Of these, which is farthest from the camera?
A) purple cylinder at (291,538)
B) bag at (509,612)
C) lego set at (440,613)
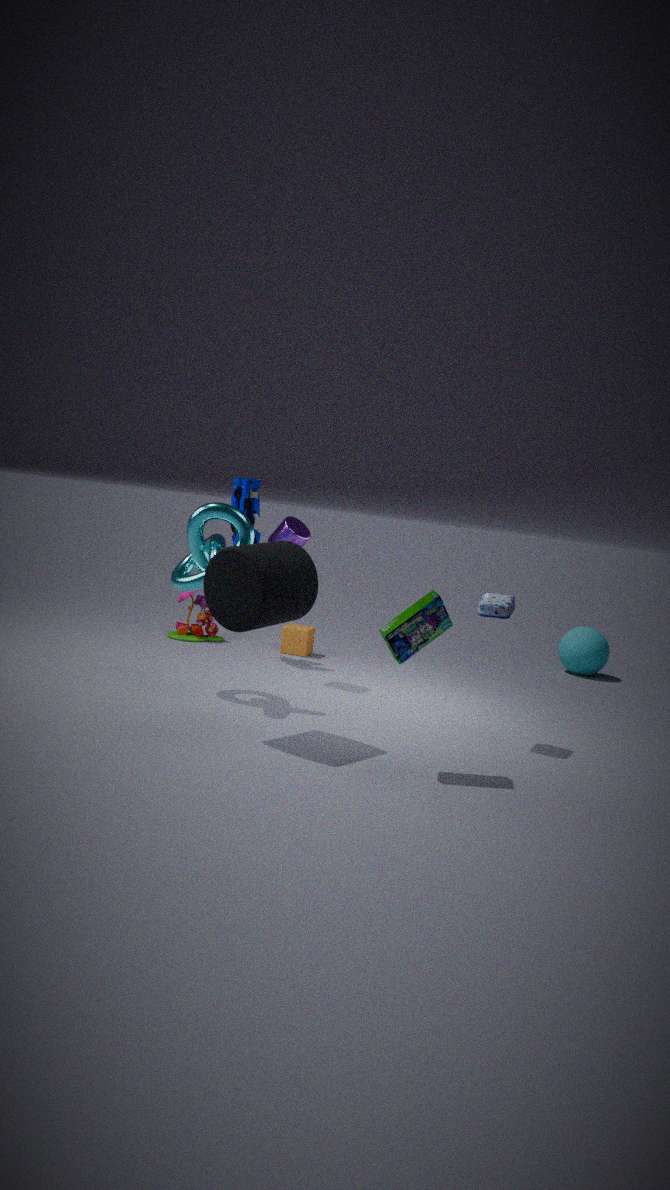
purple cylinder at (291,538)
